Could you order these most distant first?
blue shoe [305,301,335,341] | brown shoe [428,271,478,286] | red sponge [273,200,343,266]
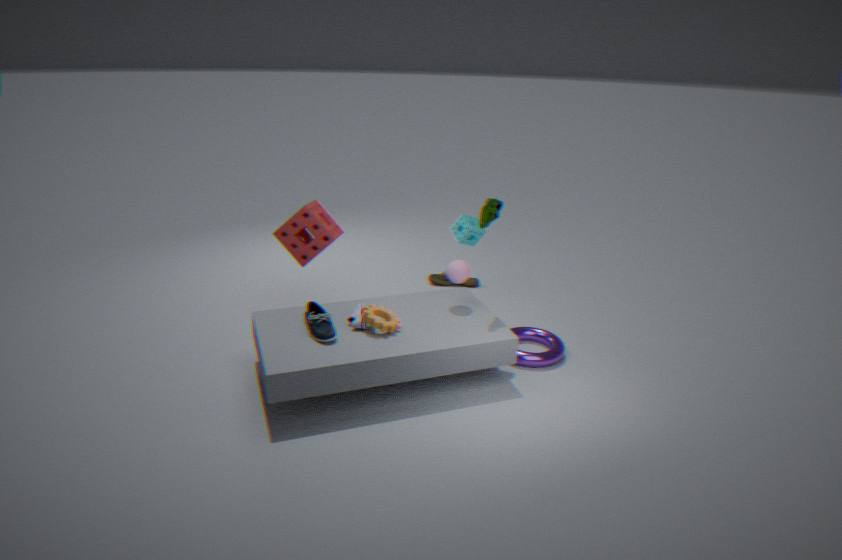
brown shoe [428,271,478,286], red sponge [273,200,343,266], blue shoe [305,301,335,341]
